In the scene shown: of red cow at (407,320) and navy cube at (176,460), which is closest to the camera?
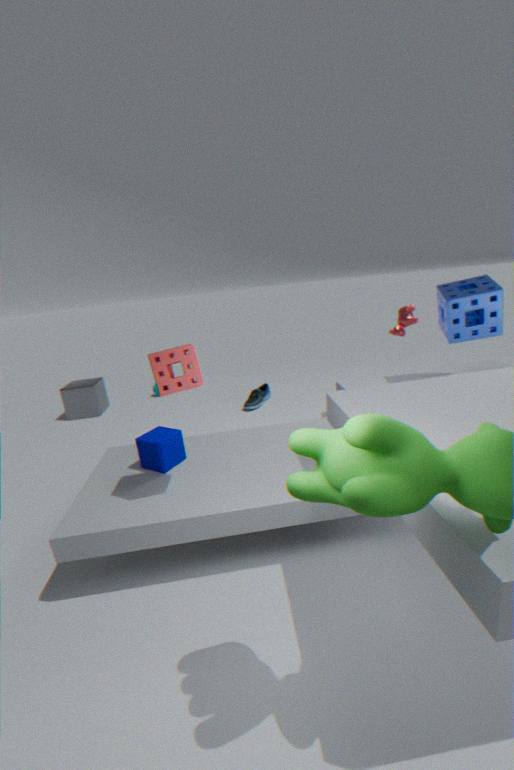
navy cube at (176,460)
